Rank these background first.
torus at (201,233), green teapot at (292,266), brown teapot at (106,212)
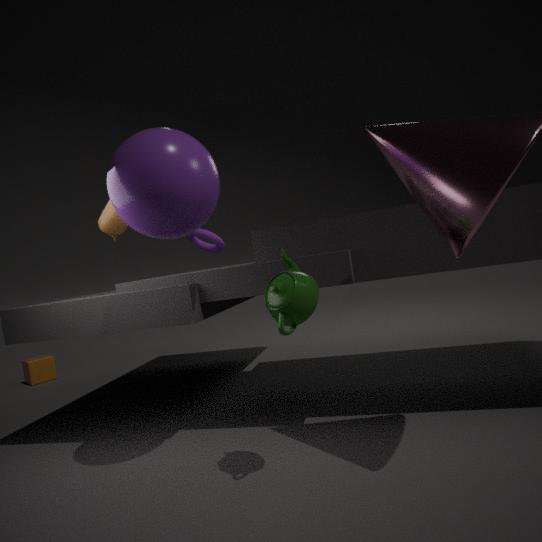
torus at (201,233) < brown teapot at (106,212) < green teapot at (292,266)
